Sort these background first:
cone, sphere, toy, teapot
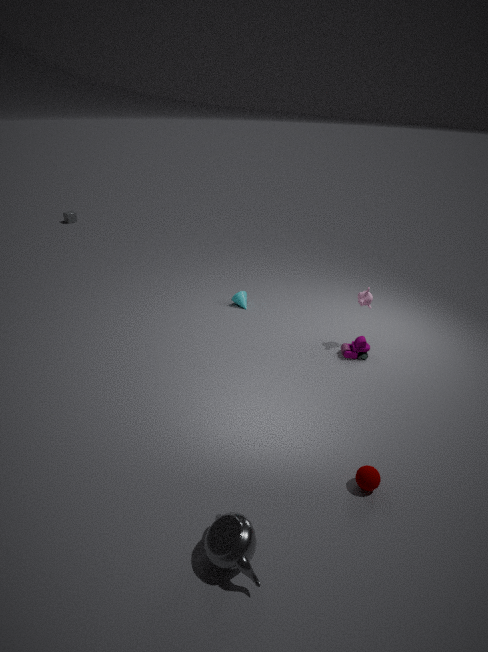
1. cone
2. toy
3. sphere
4. teapot
